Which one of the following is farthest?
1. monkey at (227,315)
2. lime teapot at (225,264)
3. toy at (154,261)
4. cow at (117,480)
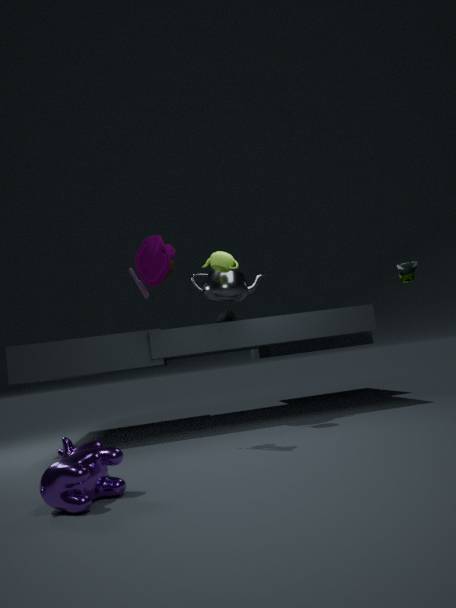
monkey at (227,315)
